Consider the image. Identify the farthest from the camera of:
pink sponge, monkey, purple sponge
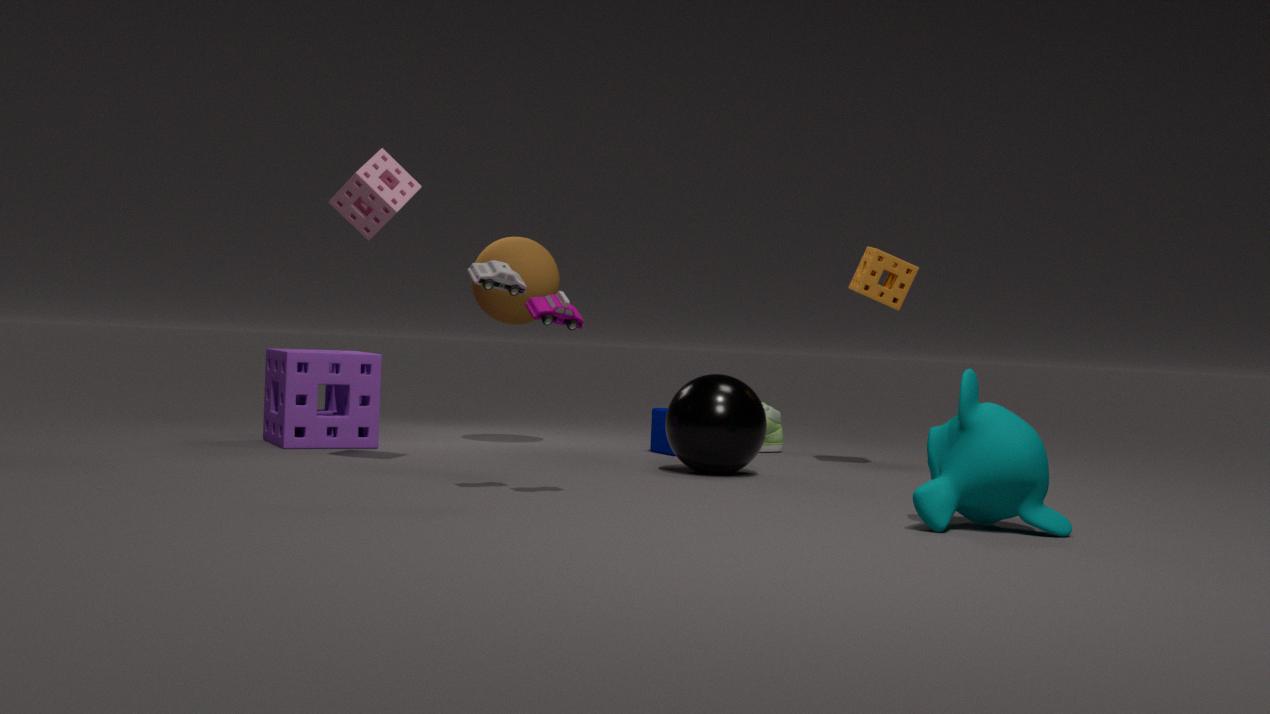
purple sponge
